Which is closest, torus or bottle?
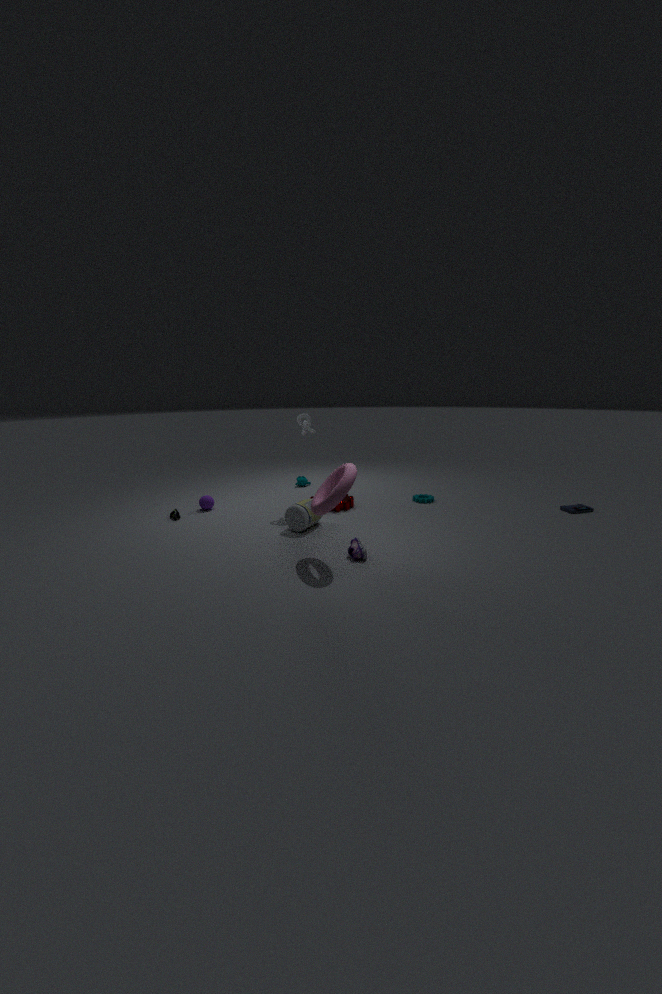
torus
